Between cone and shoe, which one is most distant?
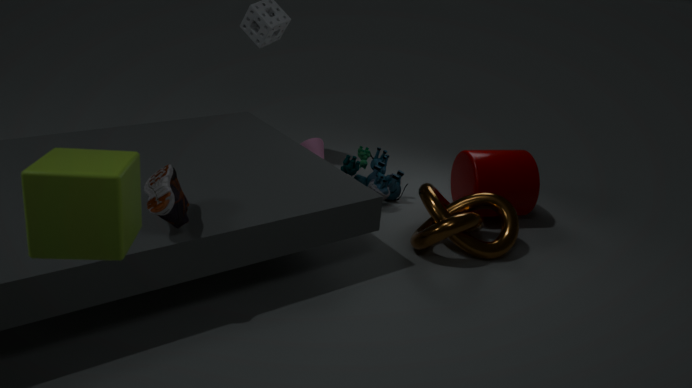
cone
